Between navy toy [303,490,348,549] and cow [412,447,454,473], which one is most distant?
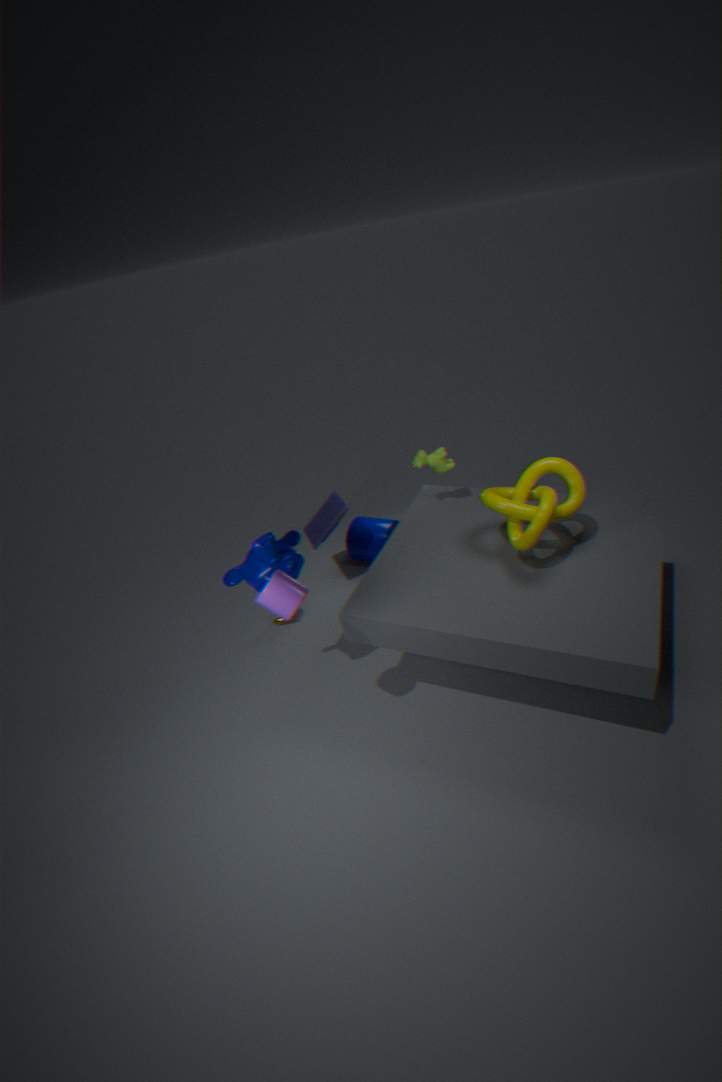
navy toy [303,490,348,549]
